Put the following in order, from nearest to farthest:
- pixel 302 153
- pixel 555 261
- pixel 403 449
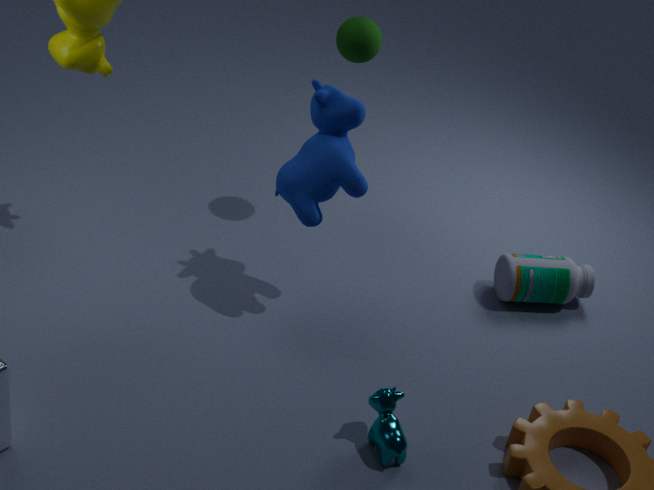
pixel 403 449
pixel 302 153
pixel 555 261
